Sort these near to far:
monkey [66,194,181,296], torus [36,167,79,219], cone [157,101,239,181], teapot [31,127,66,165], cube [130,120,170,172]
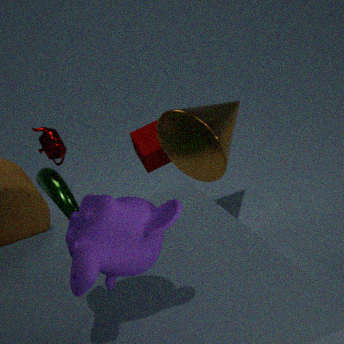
monkey [66,194,181,296]
cone [157,101,239,181]
torus [36,167,79,219]
teapot [31,127,66,165]
cube [130,120,170,172]
